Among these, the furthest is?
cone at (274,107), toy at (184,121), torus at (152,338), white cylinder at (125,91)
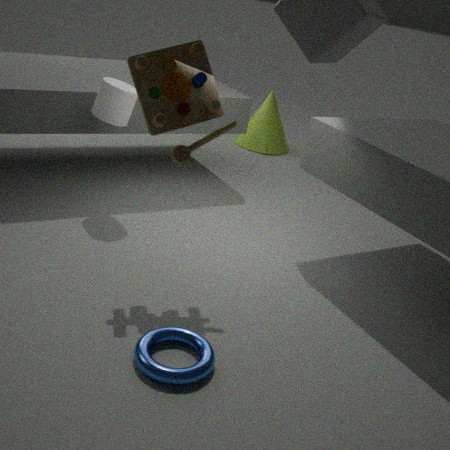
cone at (274,107)
